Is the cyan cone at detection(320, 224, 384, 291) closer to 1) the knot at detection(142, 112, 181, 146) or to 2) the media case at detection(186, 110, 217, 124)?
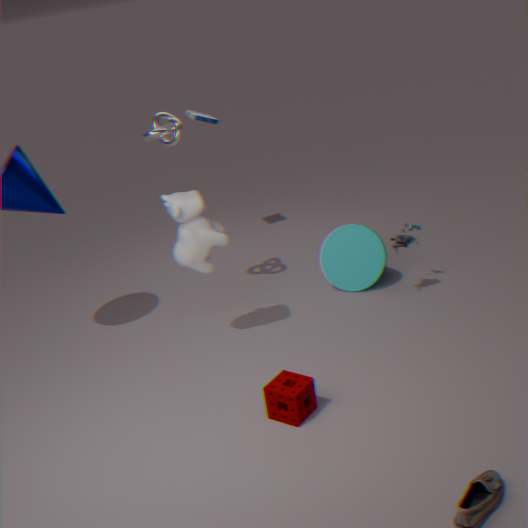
1) the knot at detection(142, 112, 181, 146)
